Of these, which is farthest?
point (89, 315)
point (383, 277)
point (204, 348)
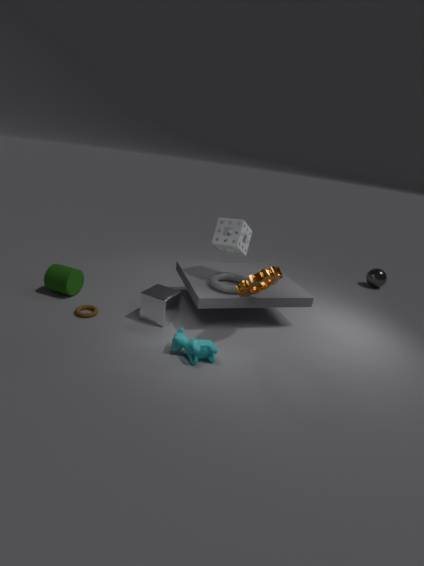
point (383, 277)
